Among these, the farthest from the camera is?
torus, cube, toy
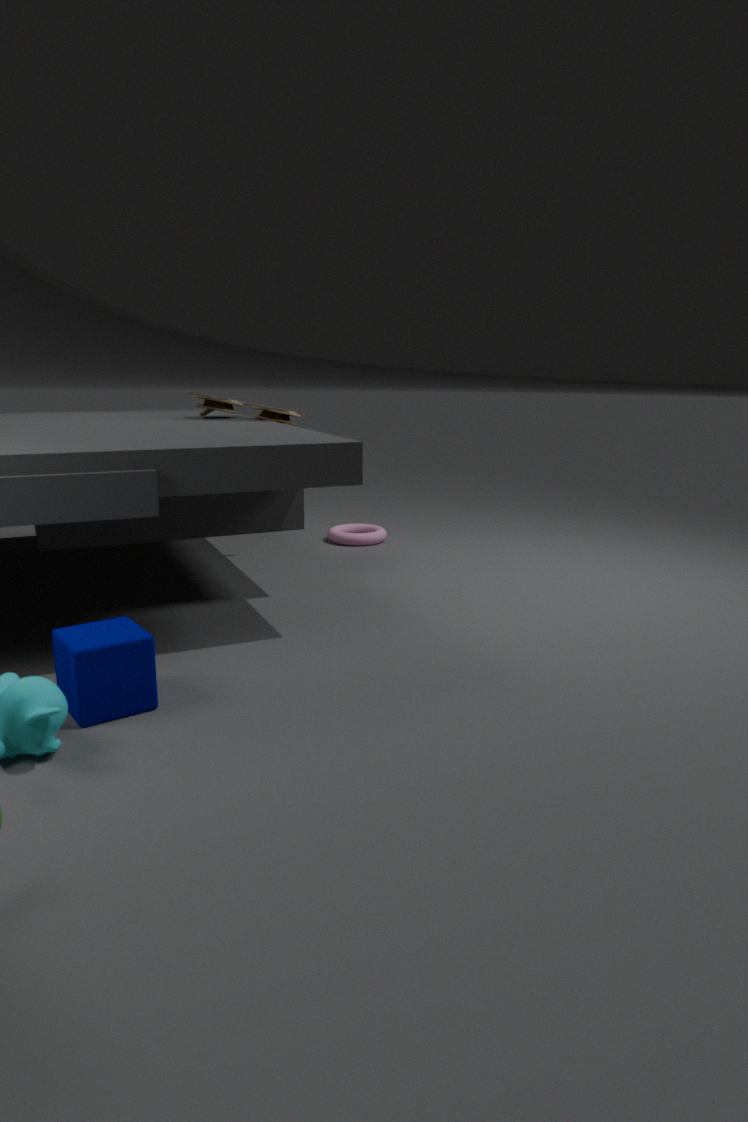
torus
